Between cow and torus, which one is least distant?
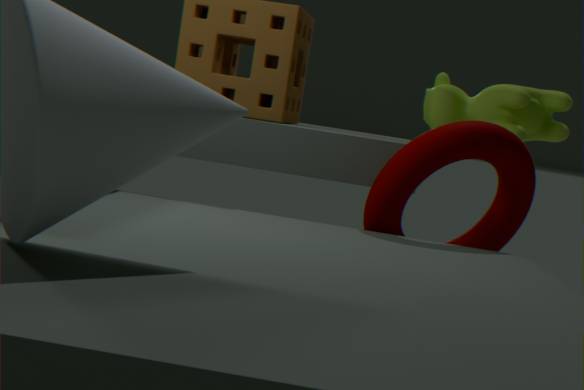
torus
